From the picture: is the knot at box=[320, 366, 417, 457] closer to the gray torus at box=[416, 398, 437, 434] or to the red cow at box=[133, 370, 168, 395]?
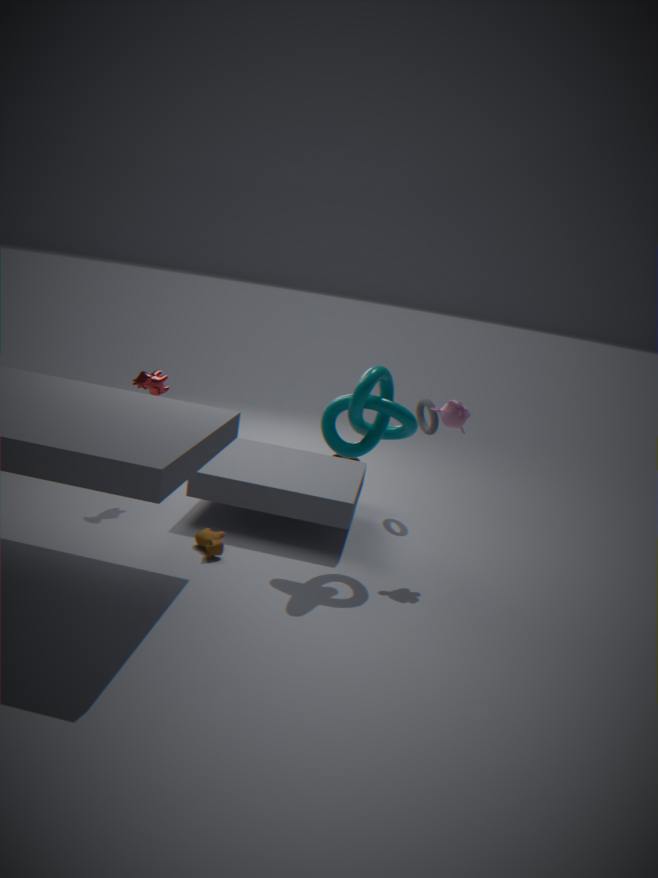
the gray torus at box=[416, 398, 437, 434]
